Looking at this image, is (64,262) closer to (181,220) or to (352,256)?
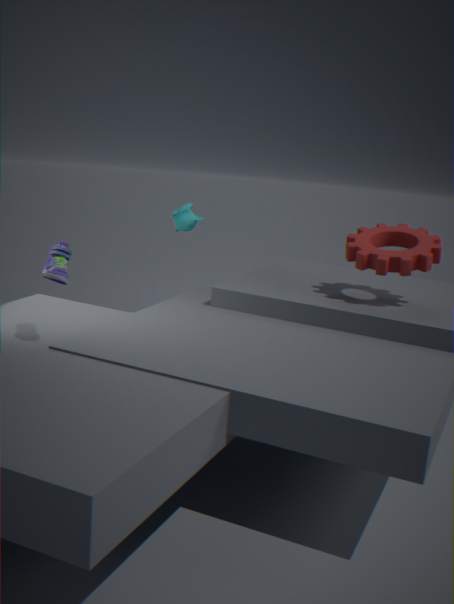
(181,220)
